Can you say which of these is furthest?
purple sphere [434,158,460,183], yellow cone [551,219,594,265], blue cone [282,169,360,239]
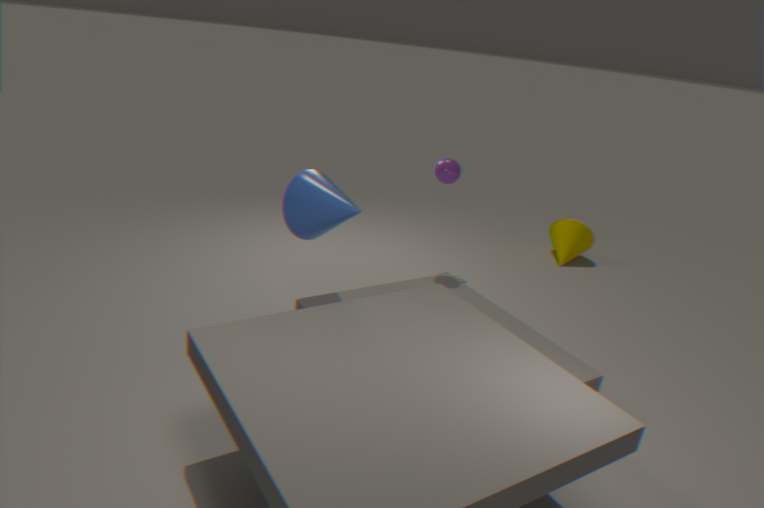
yellow cone [551,219,594,265]
